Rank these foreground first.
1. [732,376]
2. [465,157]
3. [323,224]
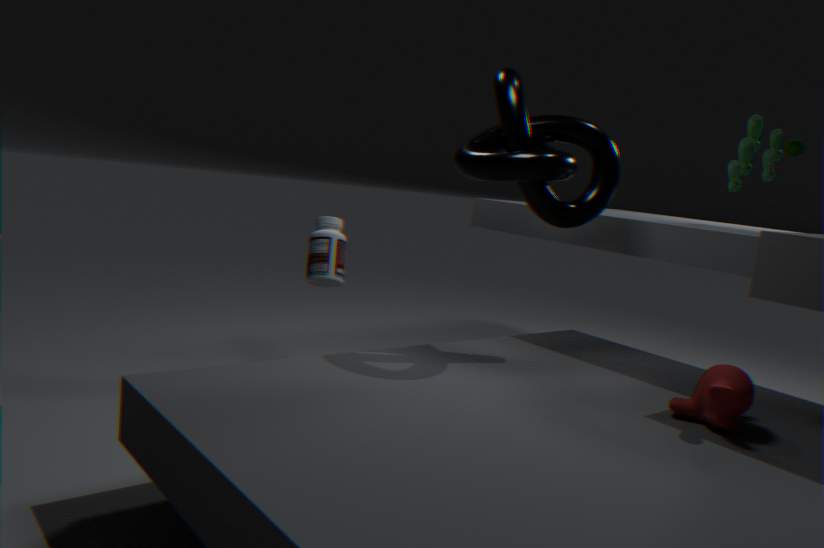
[732,376] → [465,157] → [323,224]
